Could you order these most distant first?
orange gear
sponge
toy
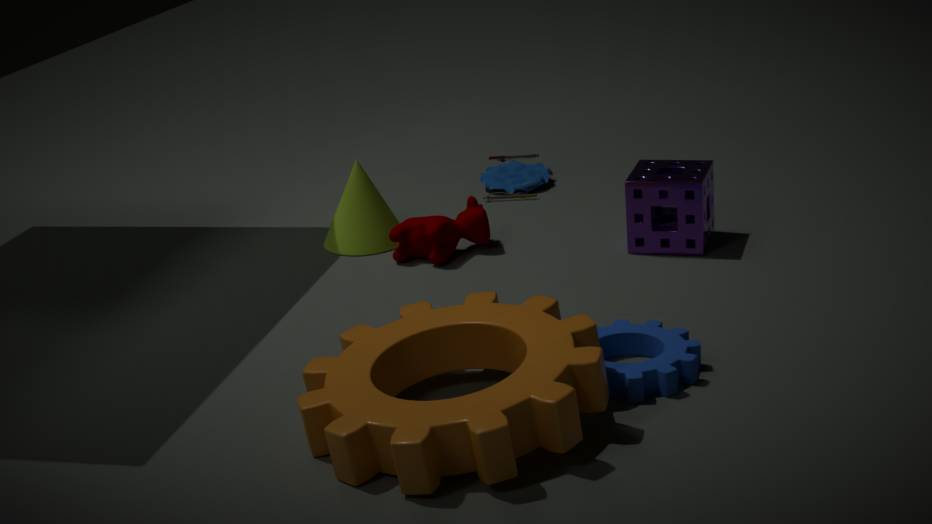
toy, sponge, orange gear
